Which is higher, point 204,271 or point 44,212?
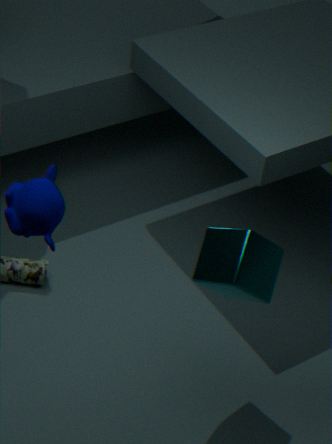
point 44,212
